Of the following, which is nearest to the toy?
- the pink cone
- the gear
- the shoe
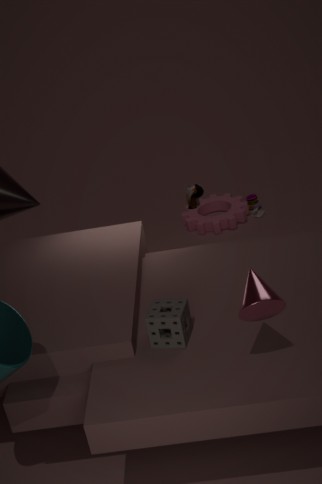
the gear
